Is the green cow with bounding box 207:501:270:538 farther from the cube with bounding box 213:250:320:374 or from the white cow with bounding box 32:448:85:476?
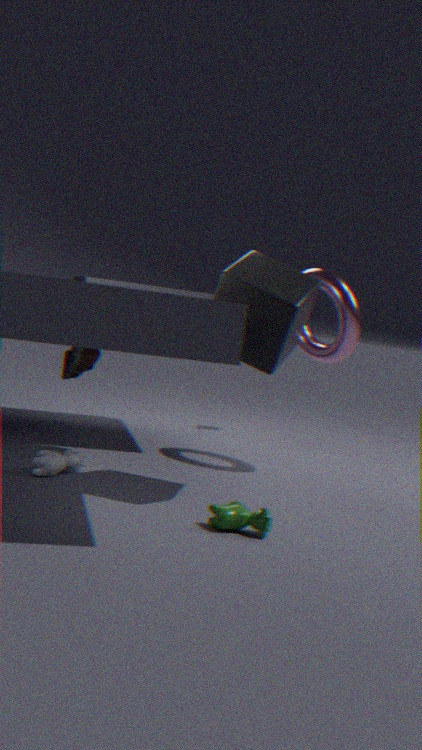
the white cow with bounding box 32:448:85:476
